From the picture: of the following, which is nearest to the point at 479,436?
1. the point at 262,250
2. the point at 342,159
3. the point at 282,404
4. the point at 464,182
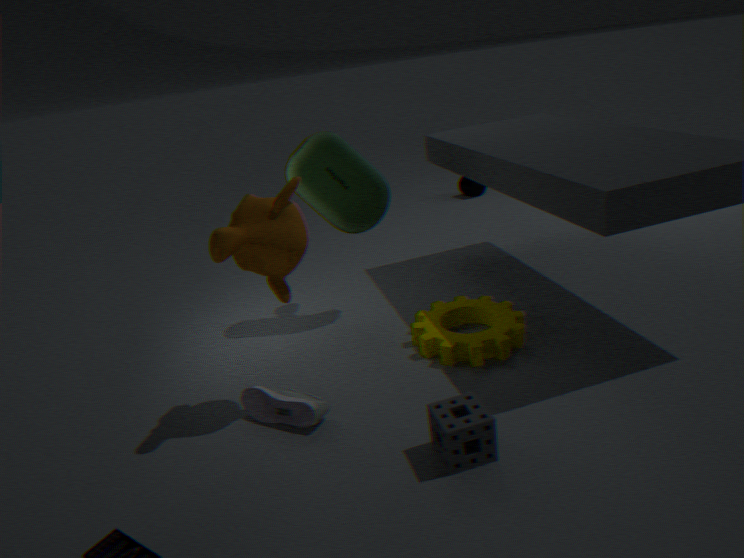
the point at 282,404
